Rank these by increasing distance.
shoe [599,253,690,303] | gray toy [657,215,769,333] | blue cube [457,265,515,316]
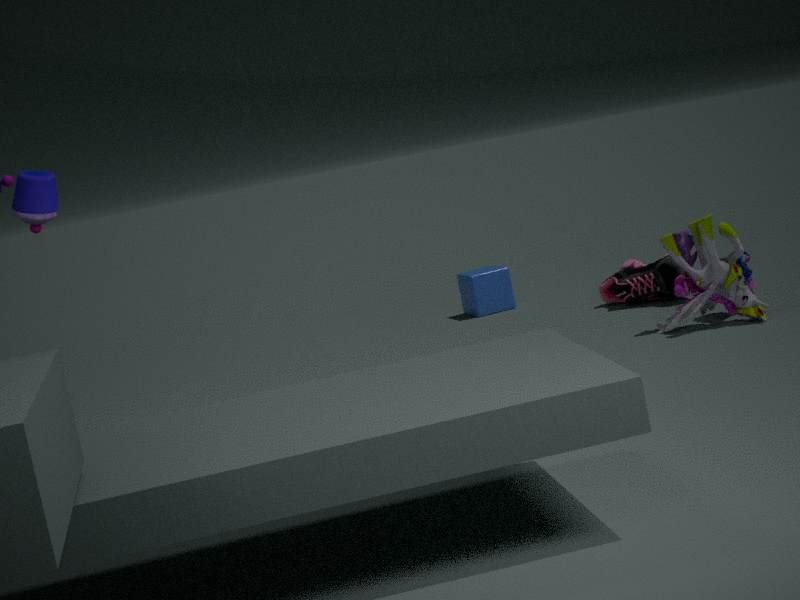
gray toy [657,215,769,333]
shoe [599,253,690,303]
blue cube [457,265,515,316]
